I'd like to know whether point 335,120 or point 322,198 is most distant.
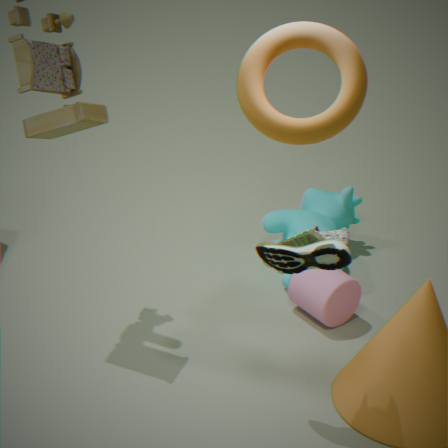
point 322,198
